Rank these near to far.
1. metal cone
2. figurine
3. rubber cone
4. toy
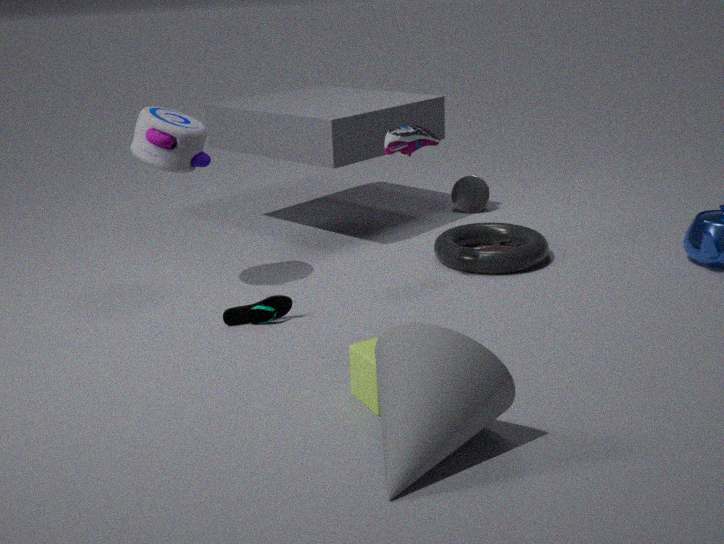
rubber cone < toy < figurine < metal cone
